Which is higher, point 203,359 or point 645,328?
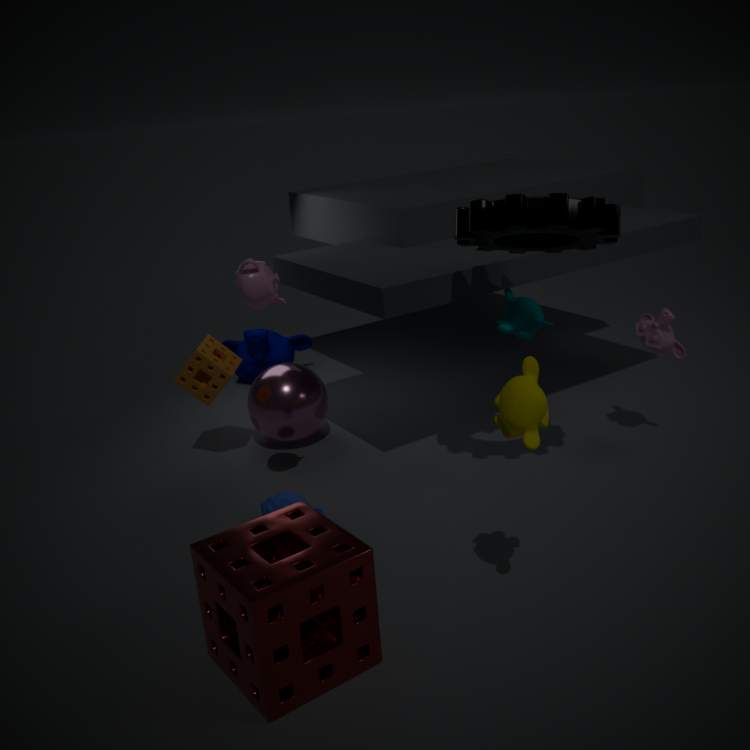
point 645,328
